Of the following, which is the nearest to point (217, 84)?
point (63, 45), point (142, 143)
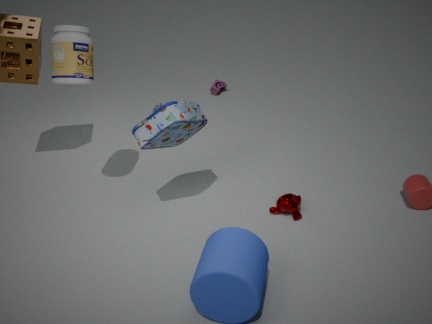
point (142, 143)
